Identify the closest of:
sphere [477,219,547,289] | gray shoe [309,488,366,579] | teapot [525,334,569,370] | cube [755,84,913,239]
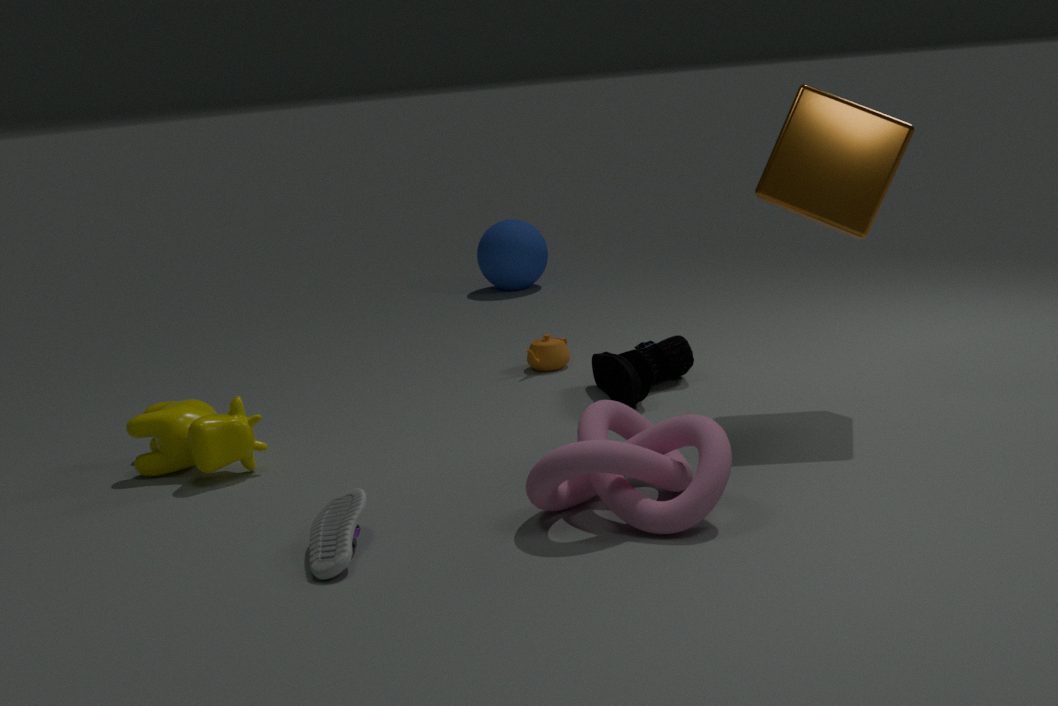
gray shoe [309,488,366,579]
